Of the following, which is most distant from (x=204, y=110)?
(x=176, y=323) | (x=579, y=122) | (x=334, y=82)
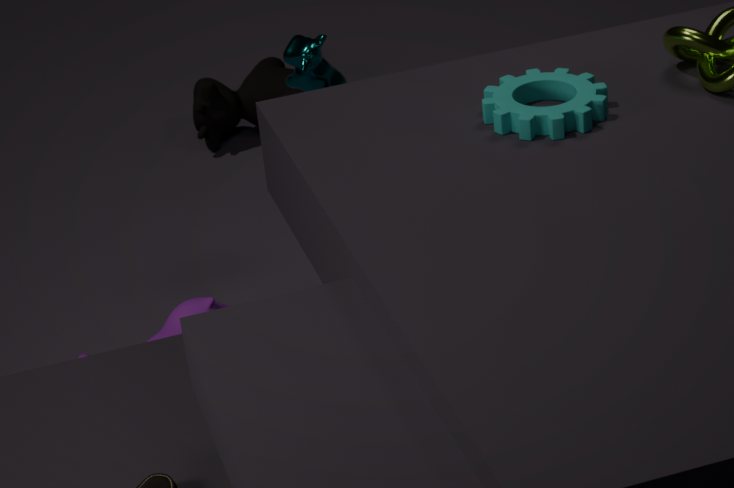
(x=579, y=122)
